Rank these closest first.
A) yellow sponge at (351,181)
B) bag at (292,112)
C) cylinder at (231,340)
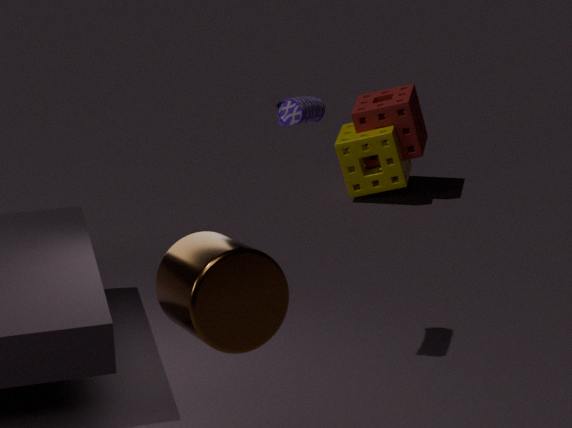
cylinder at (231,340)
bag at (292,112)
yellow sponge at (351,181)
